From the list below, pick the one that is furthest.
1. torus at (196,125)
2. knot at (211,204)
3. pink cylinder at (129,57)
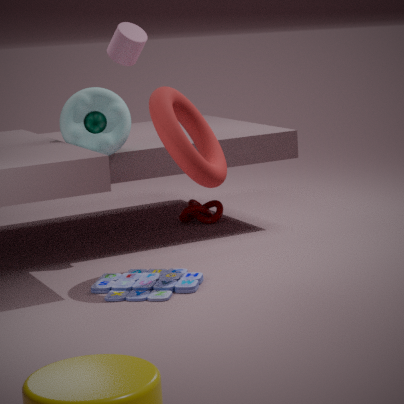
knot at (211,204)
